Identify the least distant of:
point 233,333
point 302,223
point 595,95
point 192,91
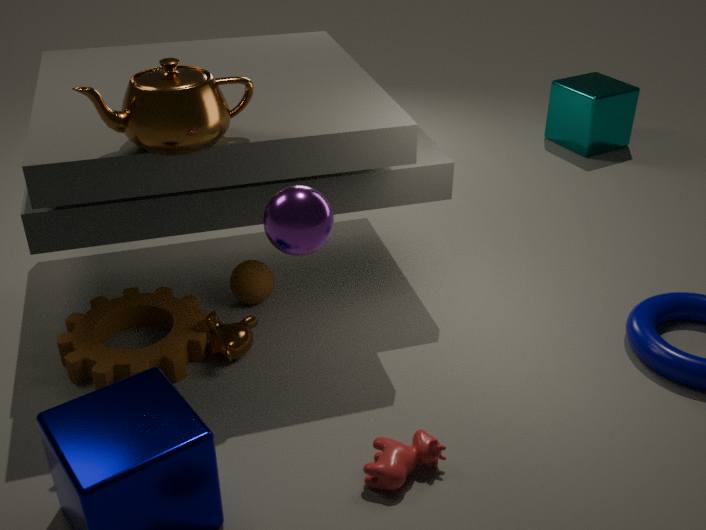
point 302,223
